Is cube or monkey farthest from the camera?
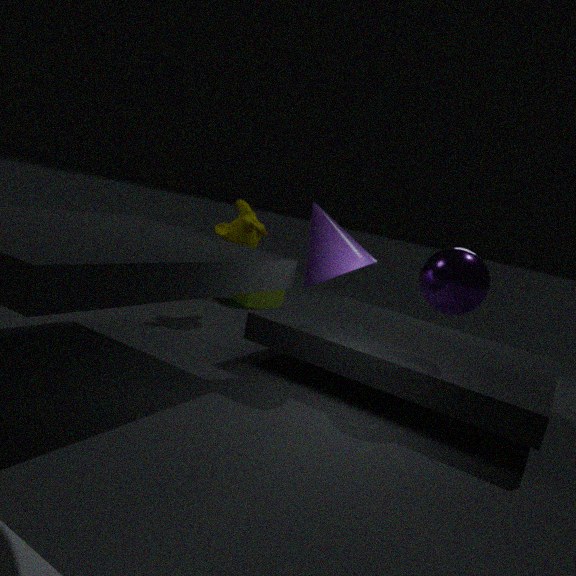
cube
